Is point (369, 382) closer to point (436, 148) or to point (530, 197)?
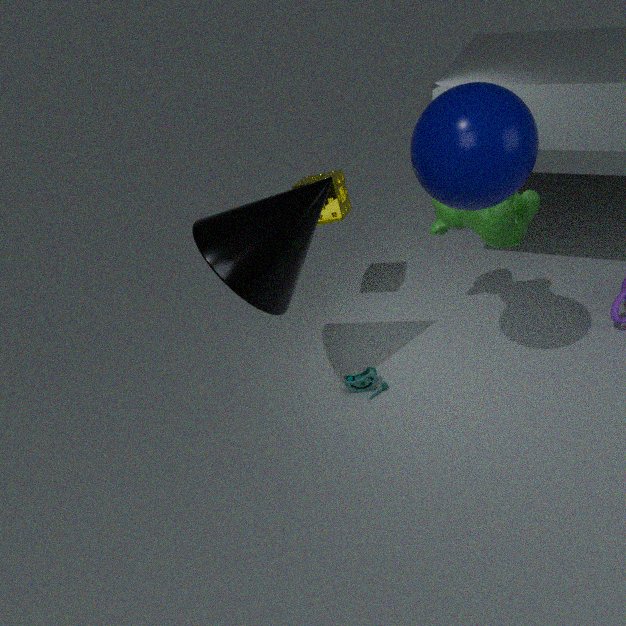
point (530, 197)
